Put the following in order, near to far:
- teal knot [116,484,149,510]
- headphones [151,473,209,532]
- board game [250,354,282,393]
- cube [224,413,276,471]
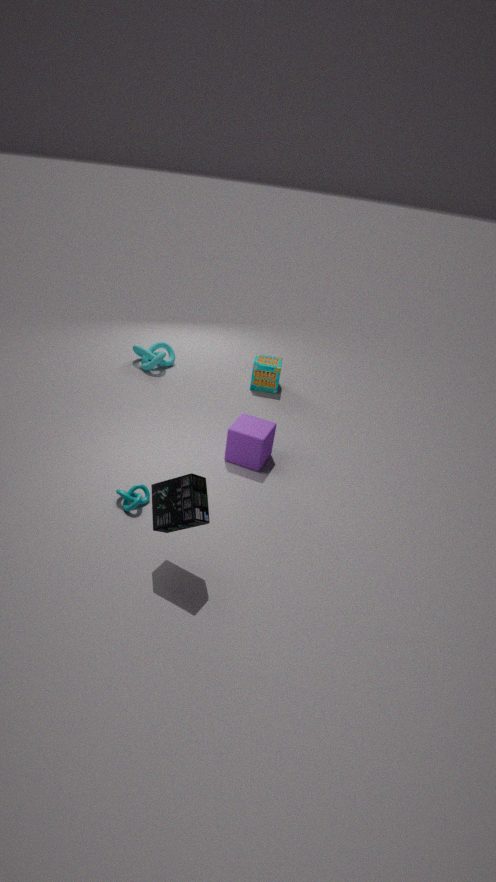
headphones [151,473,209,532] < teal knot [116,484,149,510] < cube [224,413,276,471] < board game [250,354,282,393]
